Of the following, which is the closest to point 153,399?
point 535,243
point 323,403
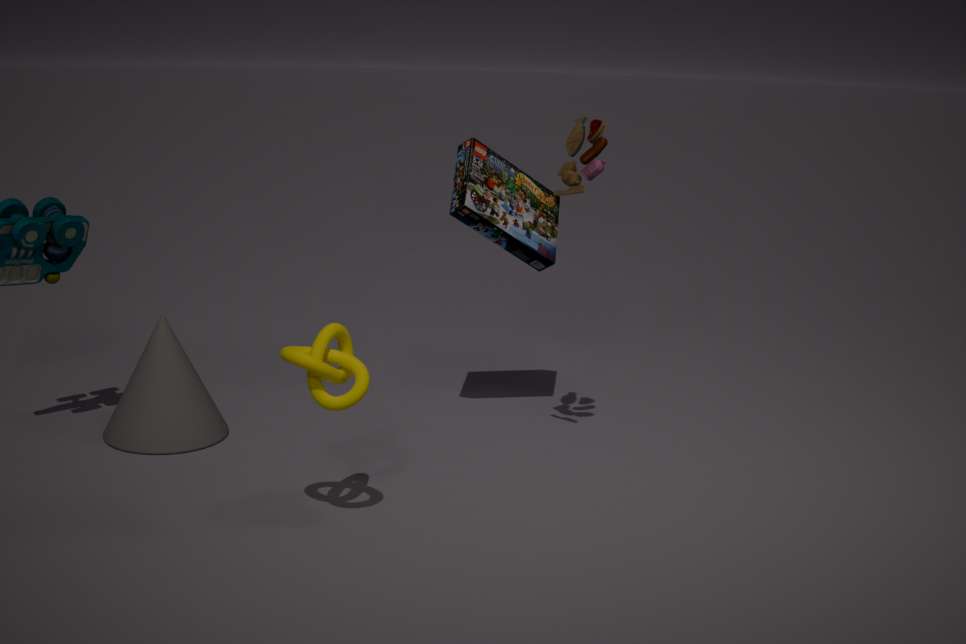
point 323,403
